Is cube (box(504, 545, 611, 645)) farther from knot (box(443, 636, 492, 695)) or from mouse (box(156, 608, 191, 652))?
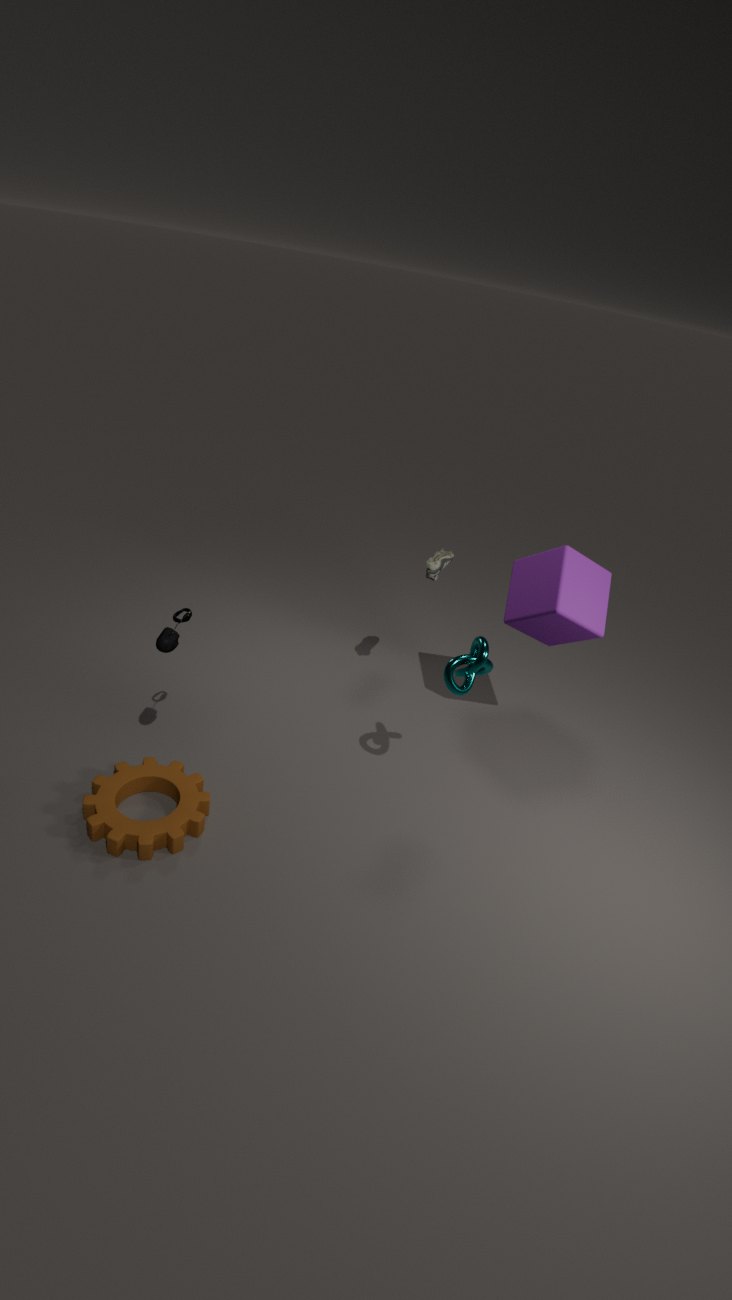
mouse (box(156, 608, 191, 652))
